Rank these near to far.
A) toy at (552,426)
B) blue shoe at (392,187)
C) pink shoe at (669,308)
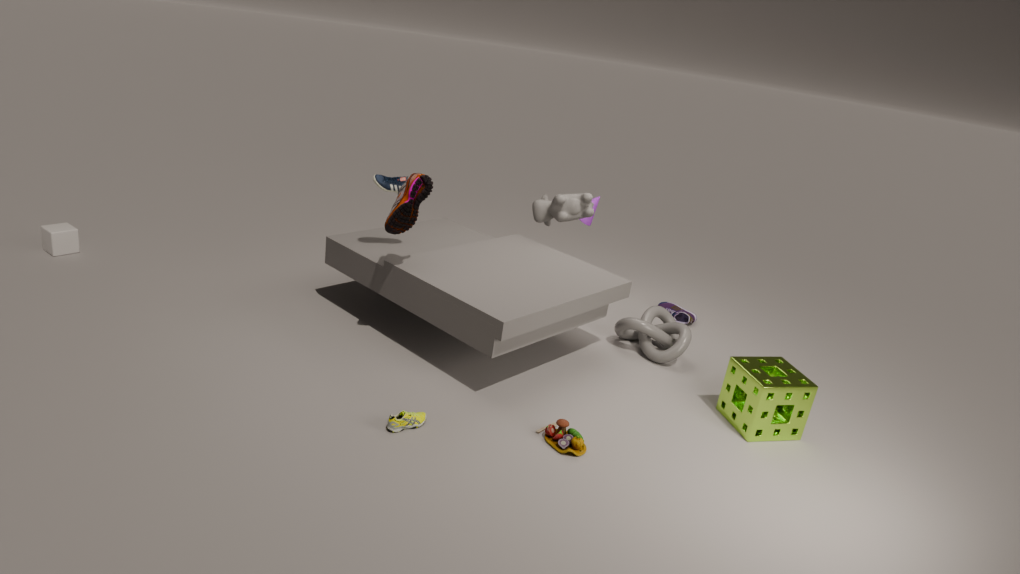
toy at (552,426)
blue shoe at (392,187)
pink shoe at (669,308)
